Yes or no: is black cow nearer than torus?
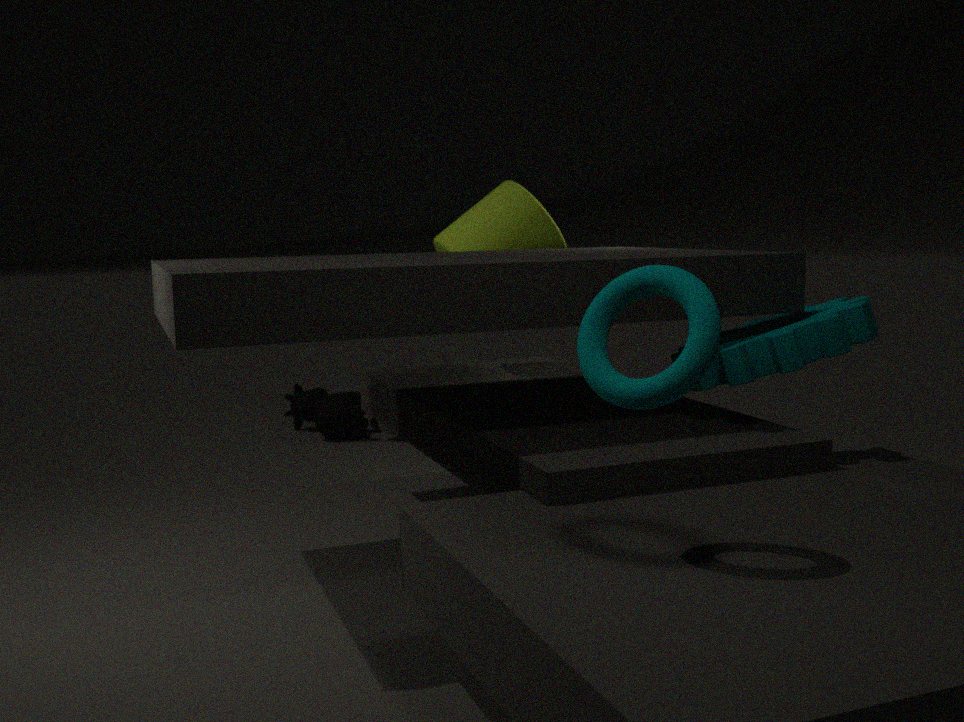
No
